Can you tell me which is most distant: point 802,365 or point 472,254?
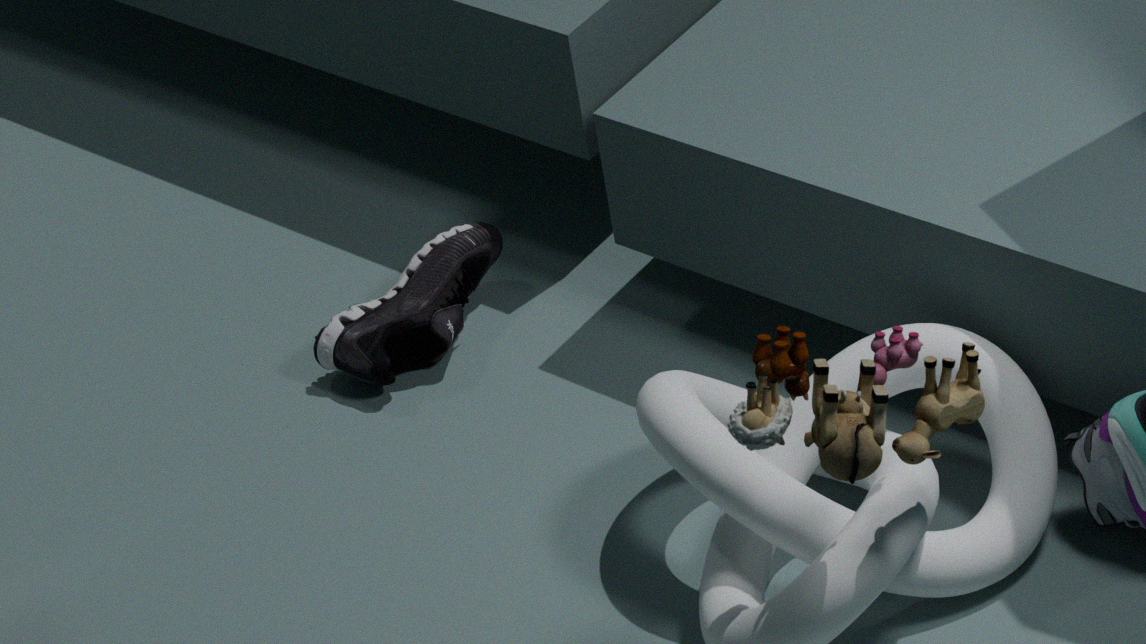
point 472,254
